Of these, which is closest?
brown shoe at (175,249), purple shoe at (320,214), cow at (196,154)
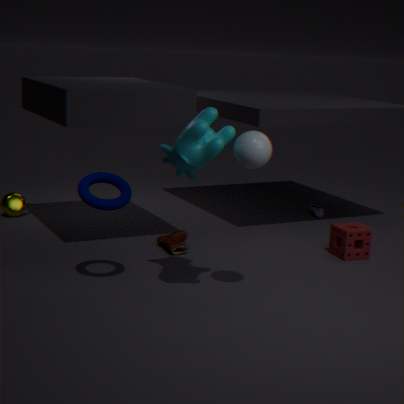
cow at (196,154)
